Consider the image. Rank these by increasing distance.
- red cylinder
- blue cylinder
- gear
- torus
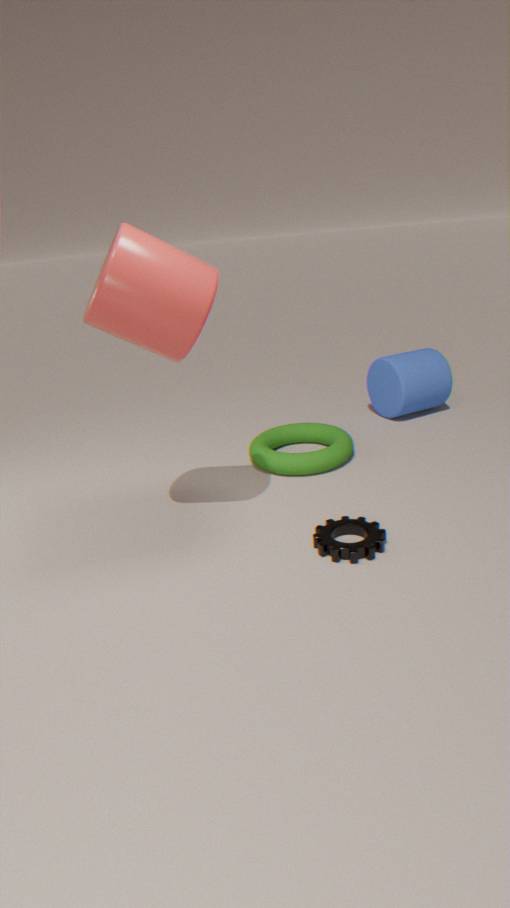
red cylinder
gear
torus
blue cylinder
